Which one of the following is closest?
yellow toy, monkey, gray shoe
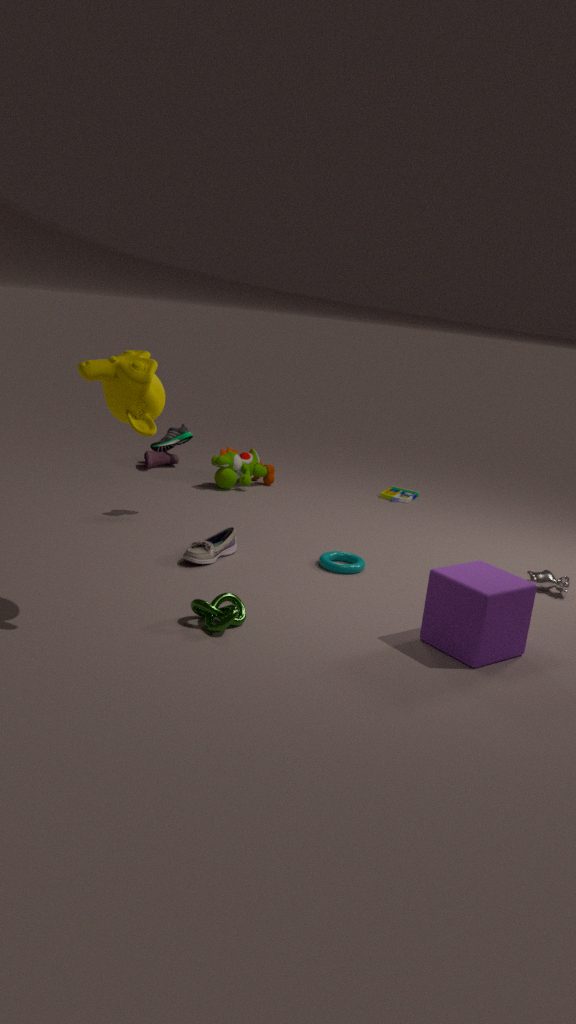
monkey
